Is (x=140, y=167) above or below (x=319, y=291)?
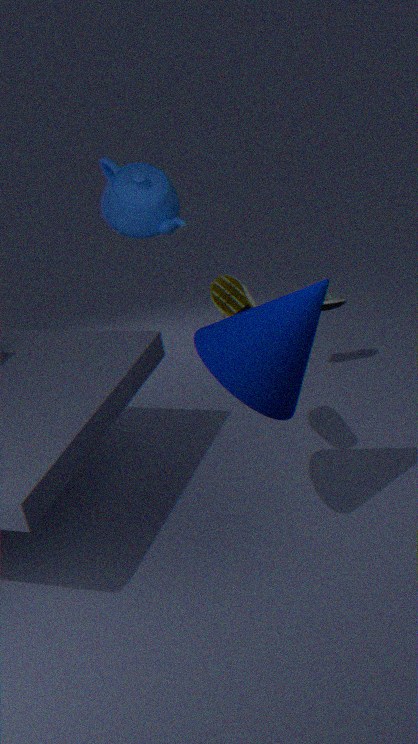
above
